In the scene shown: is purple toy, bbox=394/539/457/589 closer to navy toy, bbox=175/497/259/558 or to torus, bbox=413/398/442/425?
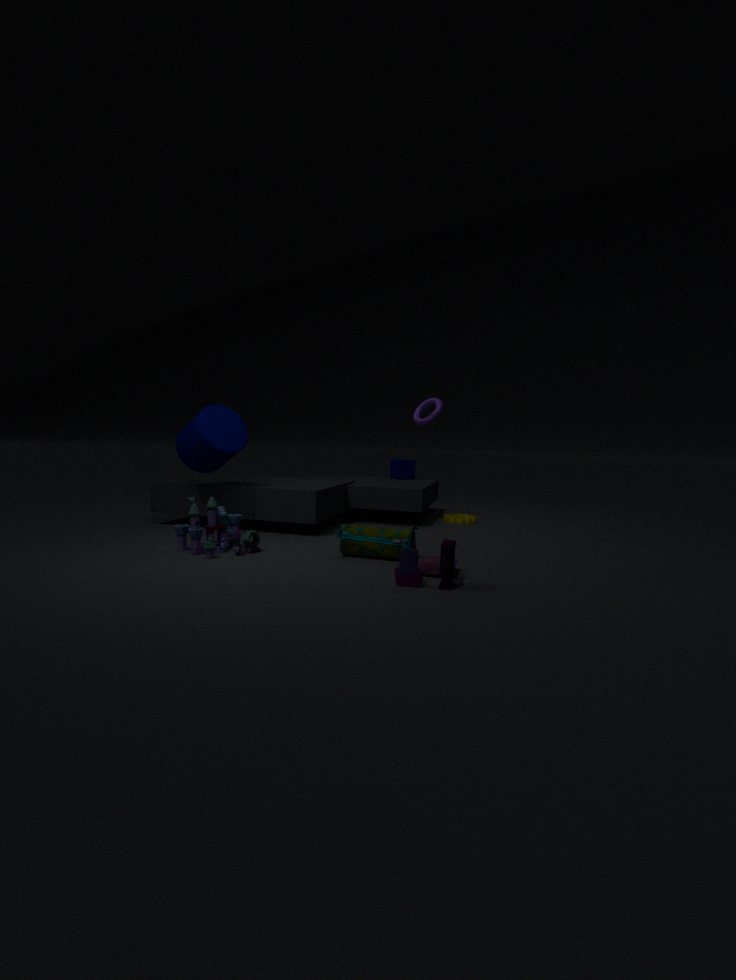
navy toy, bbox=175/497/259/558
